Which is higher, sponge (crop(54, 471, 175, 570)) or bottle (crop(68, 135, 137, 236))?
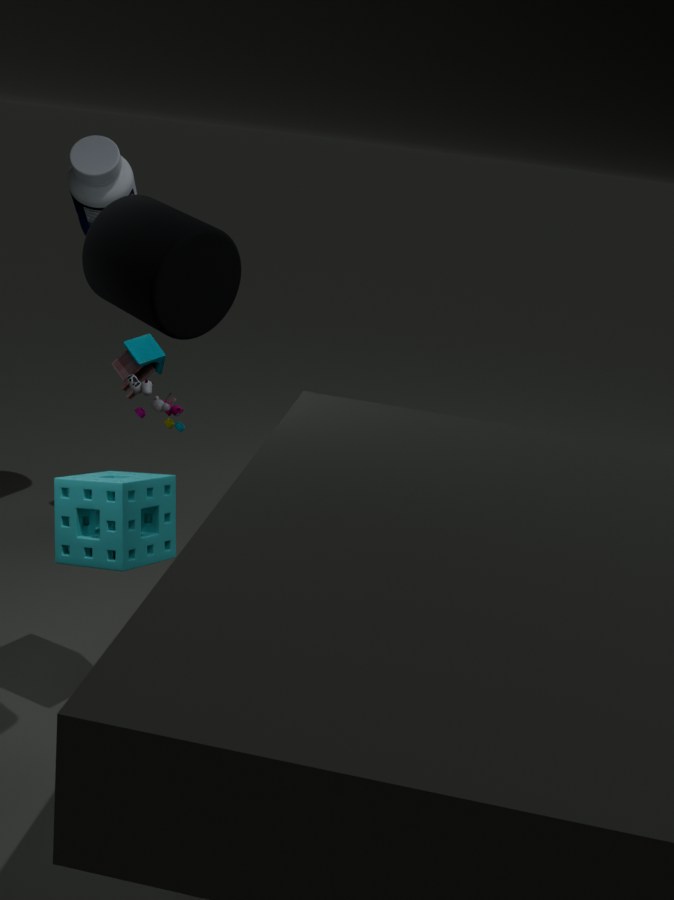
bottle (crop(68, 135, 137, 236))
